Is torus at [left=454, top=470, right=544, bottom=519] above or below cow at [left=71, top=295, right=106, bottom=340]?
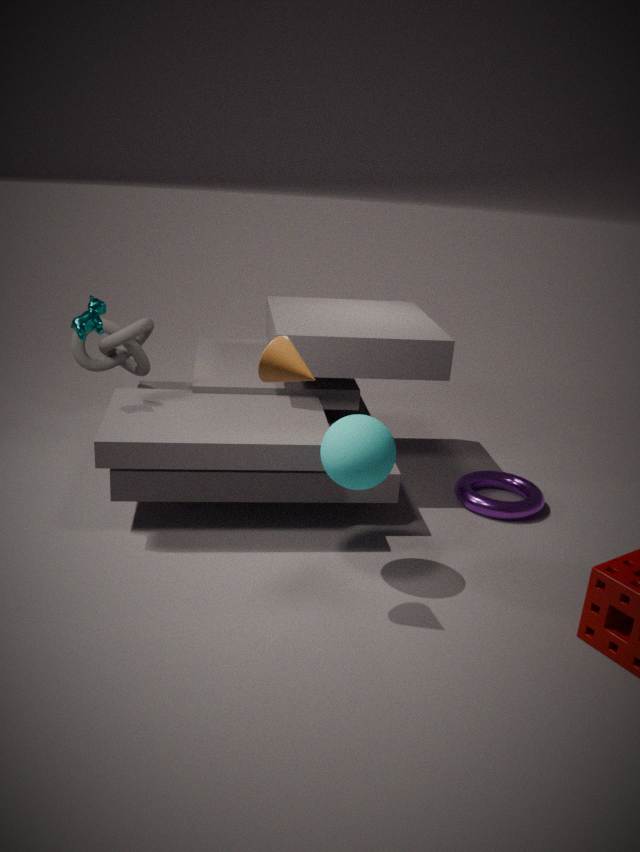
below
